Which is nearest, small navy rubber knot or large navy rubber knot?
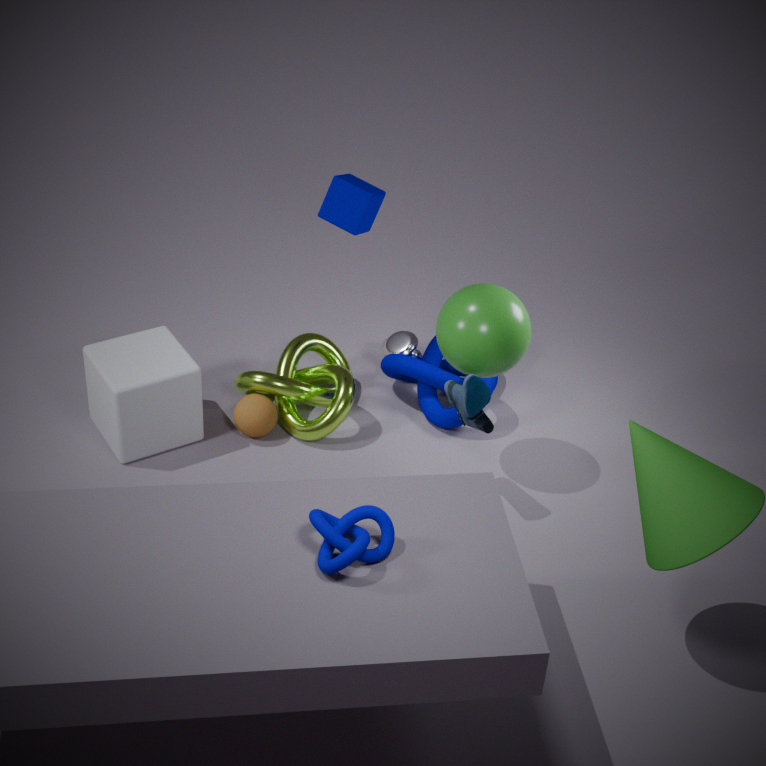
small navy rubber knot
